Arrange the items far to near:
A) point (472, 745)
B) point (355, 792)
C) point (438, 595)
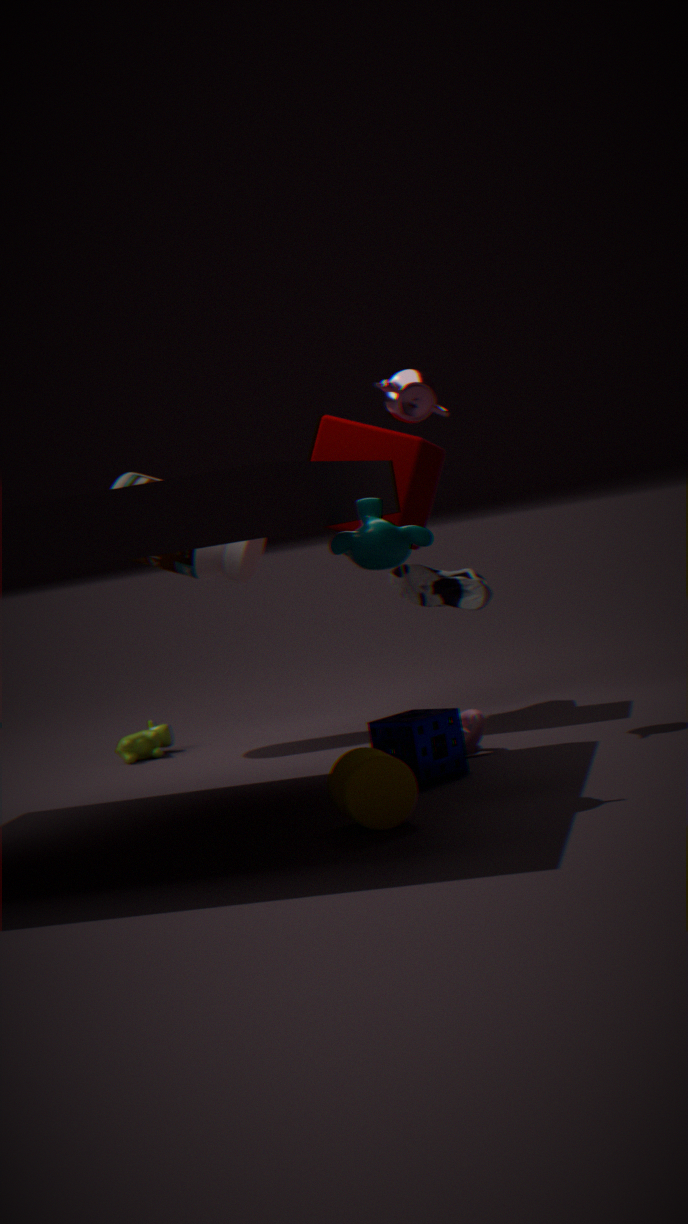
point (438, 595)
point (472, 745)
point (355, 792)
